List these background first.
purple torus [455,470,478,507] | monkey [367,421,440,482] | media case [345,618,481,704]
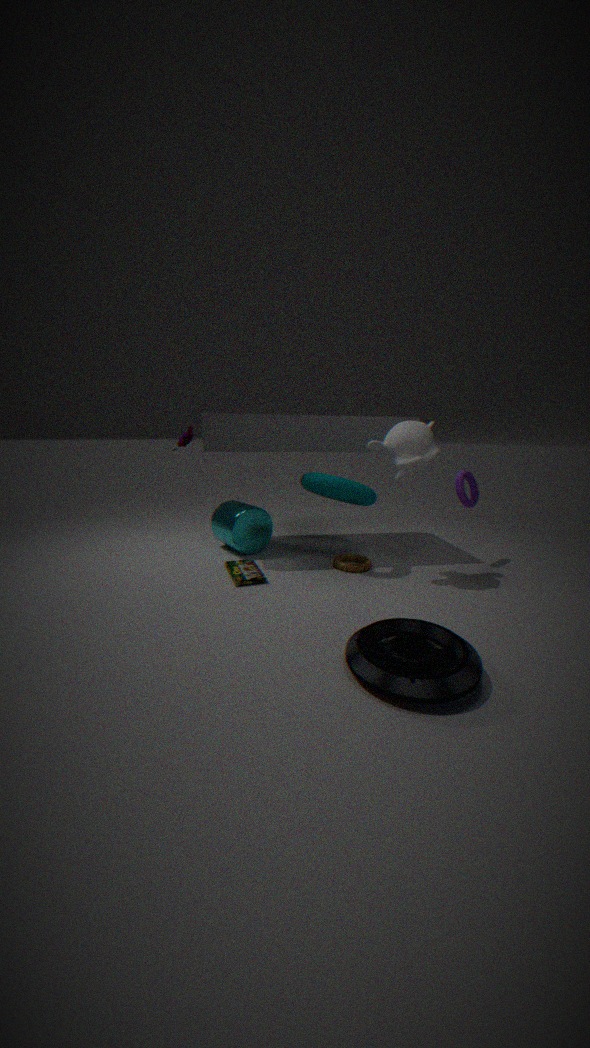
purple torus [455,470,478,507], monkey [367,421,440,482], media case [345,618,481,704]
